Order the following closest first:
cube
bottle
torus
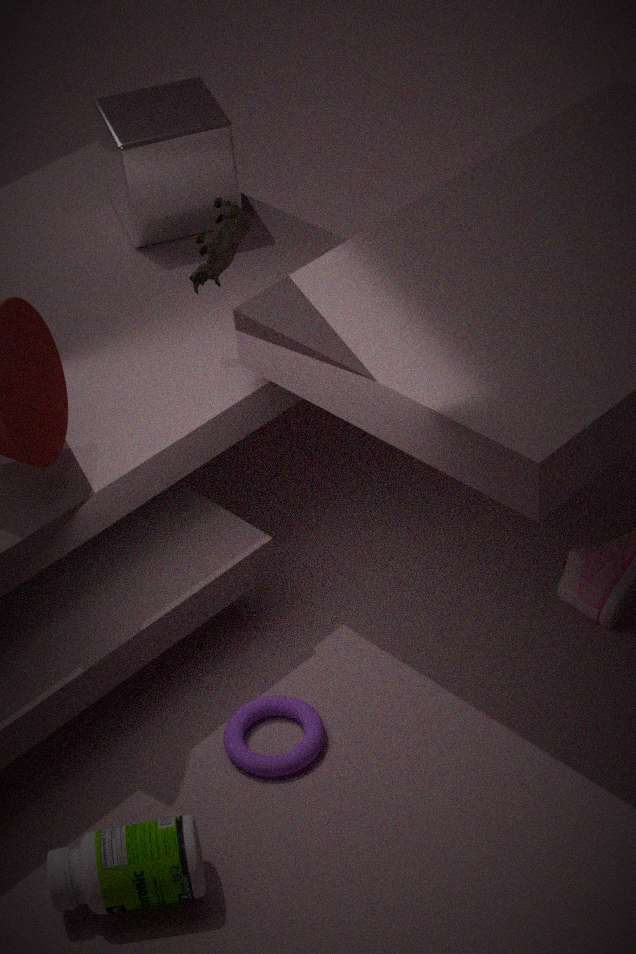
1. bottle
2. torus
3. cube
